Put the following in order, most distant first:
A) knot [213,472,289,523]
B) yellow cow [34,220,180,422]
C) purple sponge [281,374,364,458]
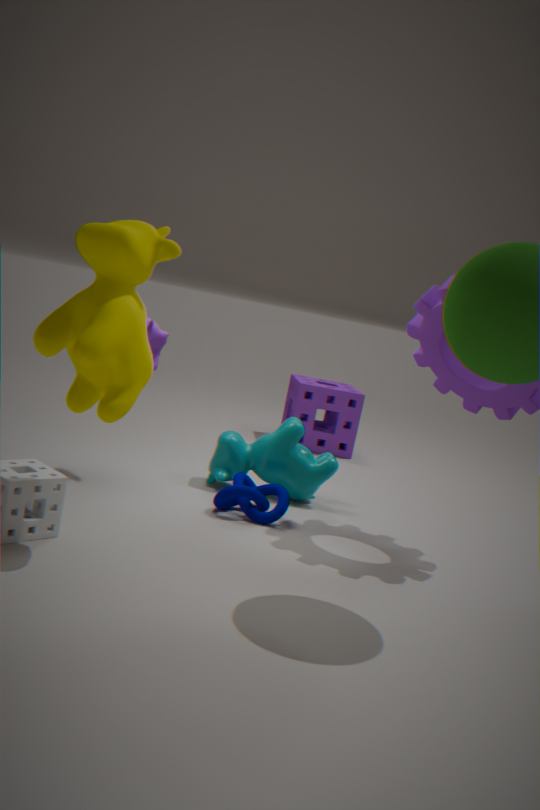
purple sponge [281,374,364,458] < knot [213,472,289,523] < yellow cow [34,220,180,422]
